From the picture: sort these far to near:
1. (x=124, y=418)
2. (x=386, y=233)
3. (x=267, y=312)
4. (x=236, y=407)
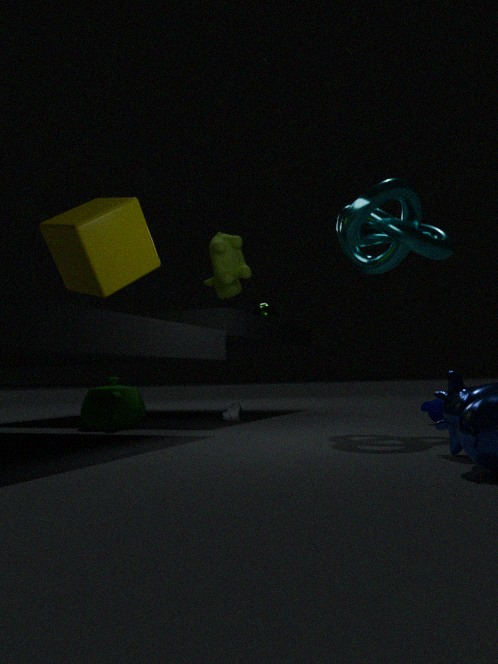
1. (x=267, y=312)
2. (x=236, y=407)
3. (x=124, y=418)
4. (x=386, y=233)
